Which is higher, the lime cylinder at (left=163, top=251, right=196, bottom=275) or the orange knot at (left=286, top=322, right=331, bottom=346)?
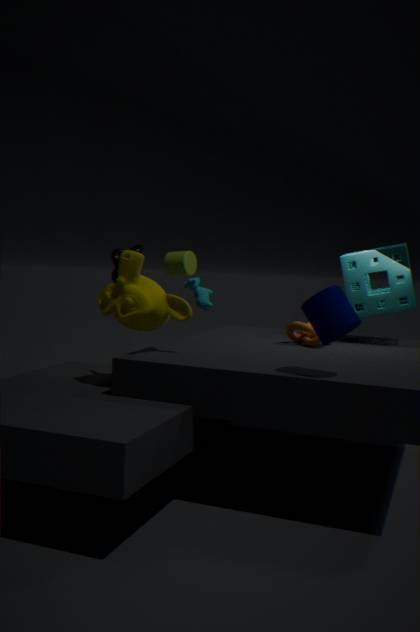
the lime cylinder at (left=163, top=251, right=196, bottom=275)
